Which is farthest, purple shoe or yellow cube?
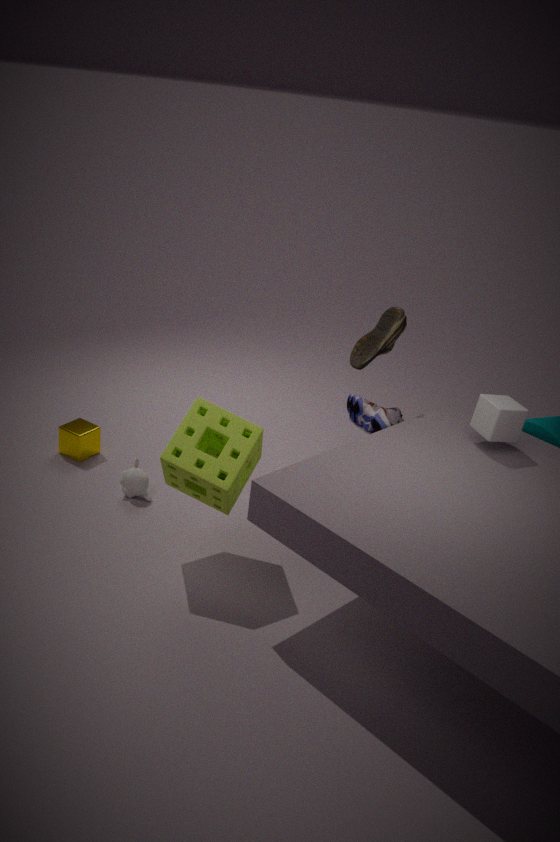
purple shoe
